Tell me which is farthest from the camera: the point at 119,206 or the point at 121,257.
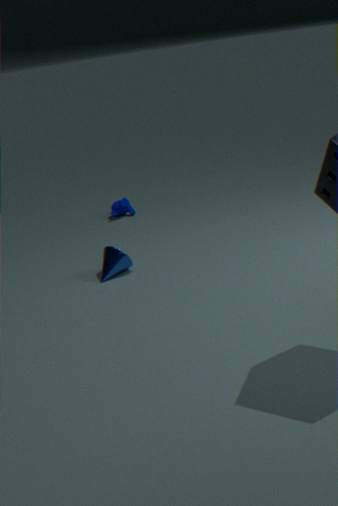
the point at 119,206
